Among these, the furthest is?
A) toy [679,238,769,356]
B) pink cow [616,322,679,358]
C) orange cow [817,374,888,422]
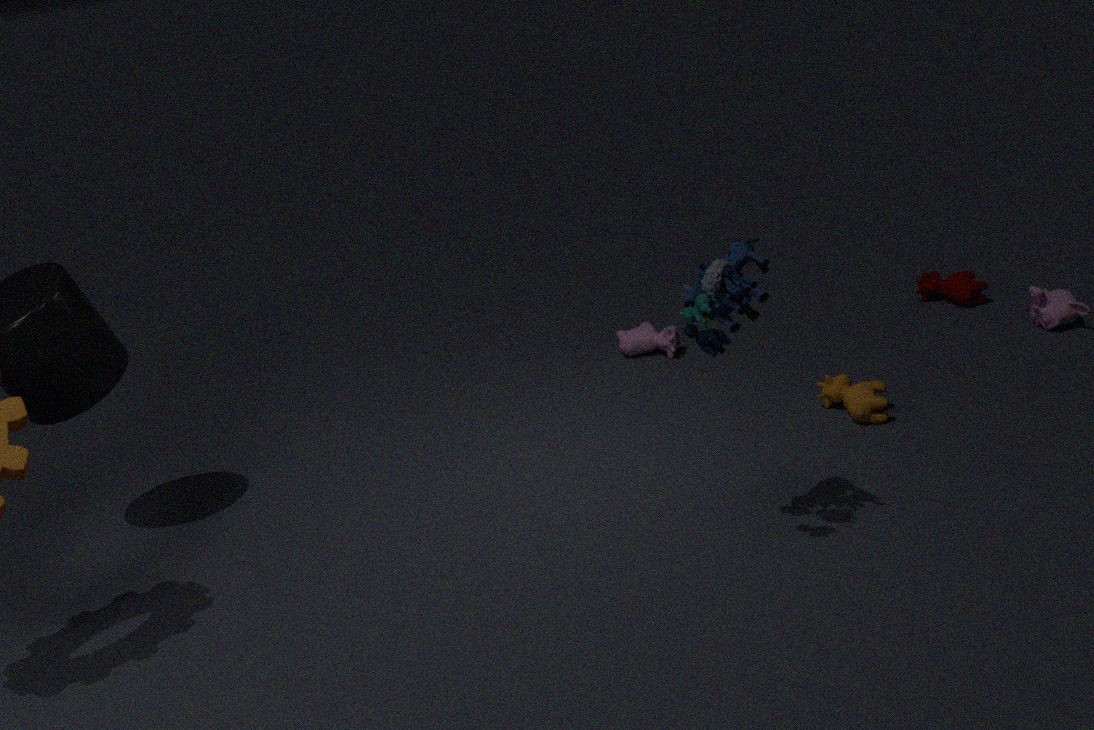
B. pink cow [616,322,679,358]
